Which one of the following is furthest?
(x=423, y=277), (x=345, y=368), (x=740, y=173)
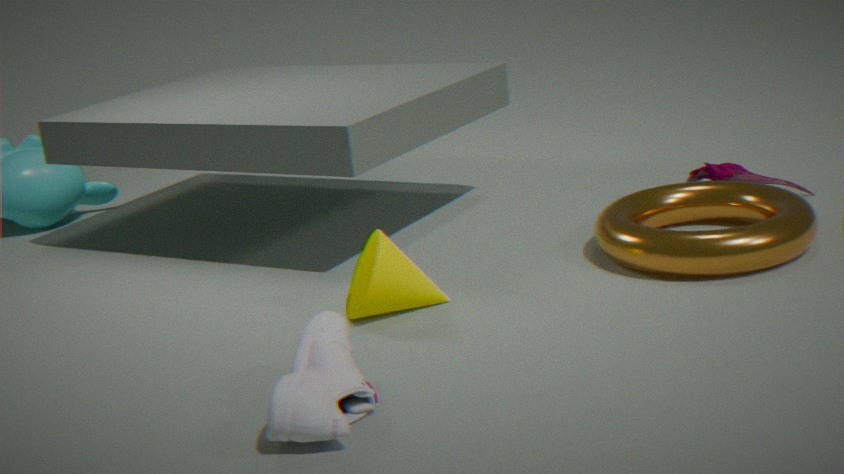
(x=740, y=173)
